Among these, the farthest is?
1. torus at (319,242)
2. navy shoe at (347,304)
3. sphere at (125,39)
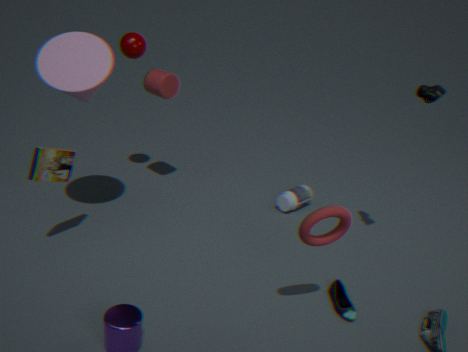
sphere at (125,39)
